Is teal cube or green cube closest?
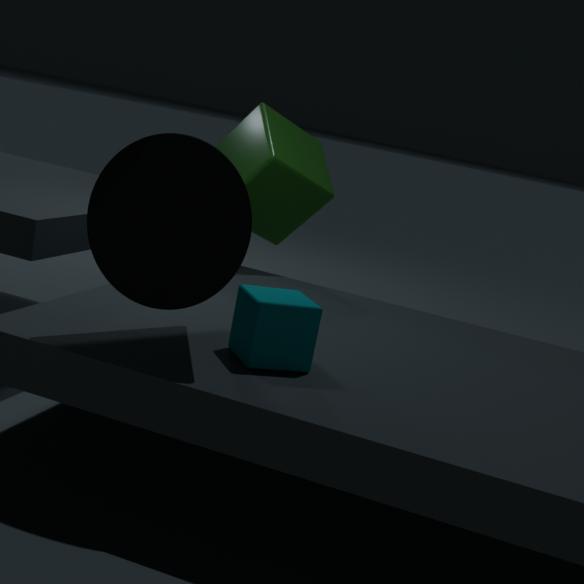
teal cube
